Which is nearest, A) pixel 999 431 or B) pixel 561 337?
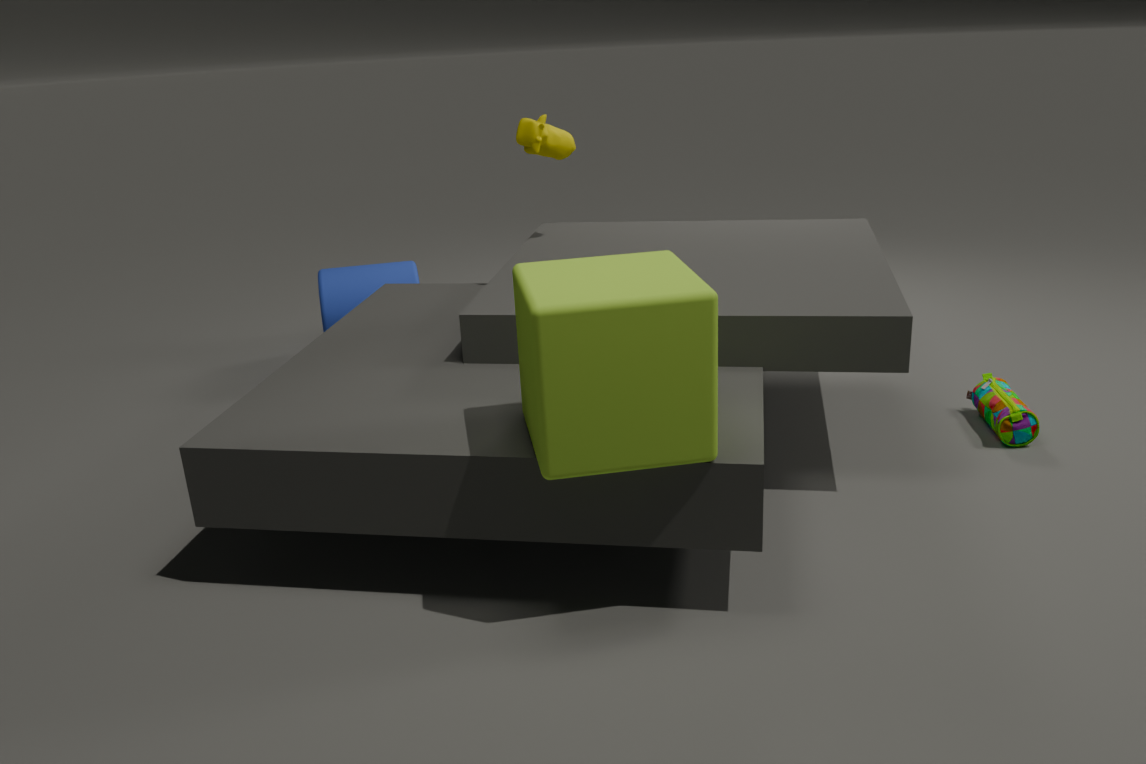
B. pixel 561 337
